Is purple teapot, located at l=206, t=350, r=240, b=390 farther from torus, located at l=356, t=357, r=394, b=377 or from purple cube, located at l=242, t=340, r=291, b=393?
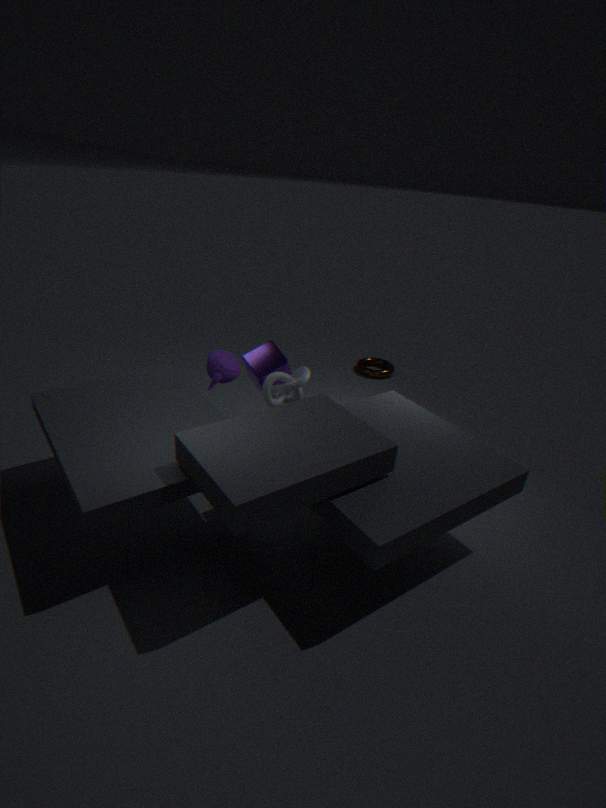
torus, located at l=356, t=357, r=394, b=377
